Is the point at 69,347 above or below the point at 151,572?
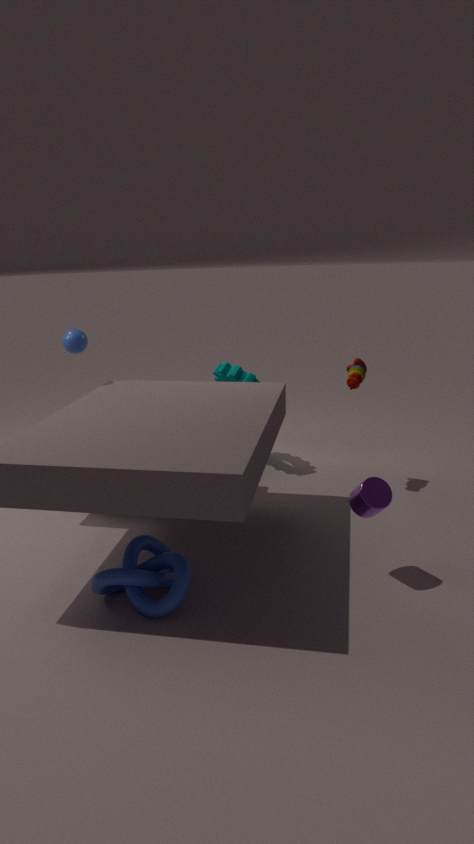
above
